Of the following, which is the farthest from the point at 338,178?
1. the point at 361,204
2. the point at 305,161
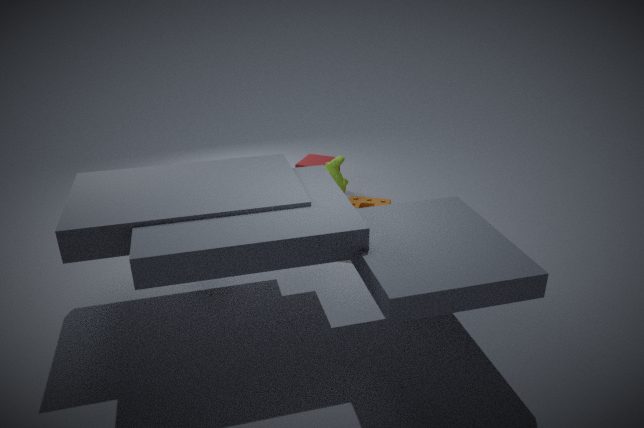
the point at 305,161
